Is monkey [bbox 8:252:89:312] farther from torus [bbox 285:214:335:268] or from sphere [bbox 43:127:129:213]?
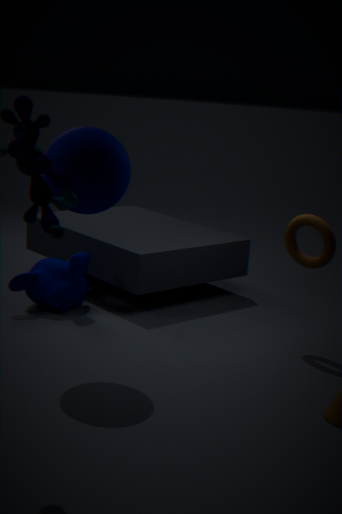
torus [bbox 285:214:335:268]
